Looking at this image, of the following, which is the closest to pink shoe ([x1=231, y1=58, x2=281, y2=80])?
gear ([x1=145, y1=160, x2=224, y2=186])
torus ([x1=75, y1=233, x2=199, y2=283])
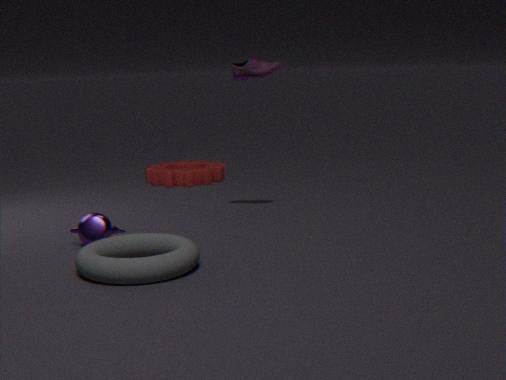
torus ([x1=75, y1=233, x2=199, y2=283])
